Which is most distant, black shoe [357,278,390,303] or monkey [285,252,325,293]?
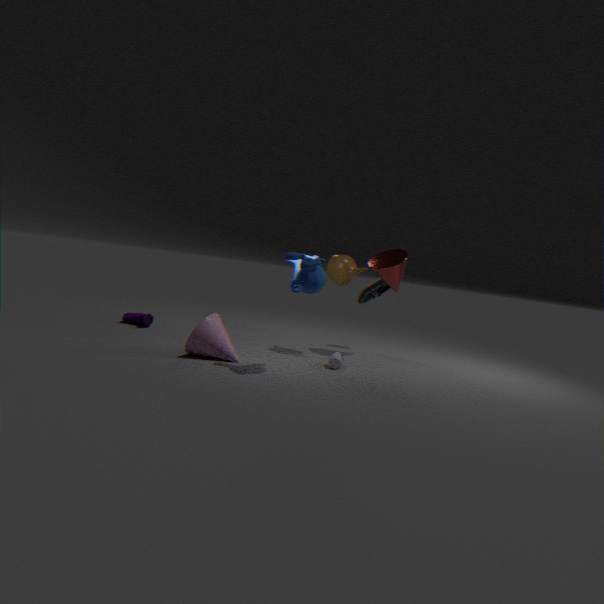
black shoe [357,278,390,303]
